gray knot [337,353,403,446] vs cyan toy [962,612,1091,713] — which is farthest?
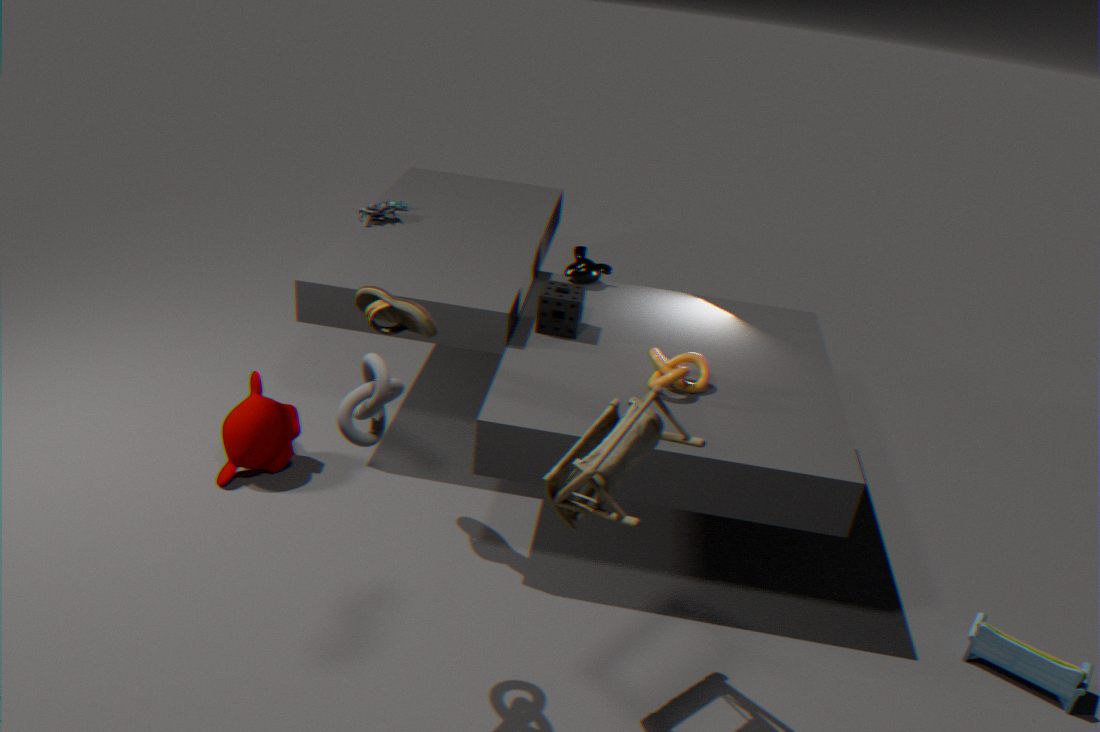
cyan toy [962,612,1091,713]
